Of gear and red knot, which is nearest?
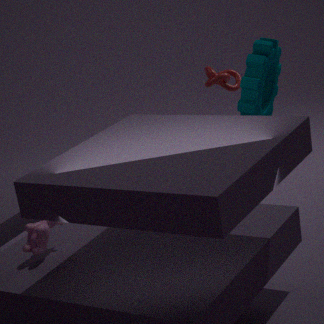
gear
